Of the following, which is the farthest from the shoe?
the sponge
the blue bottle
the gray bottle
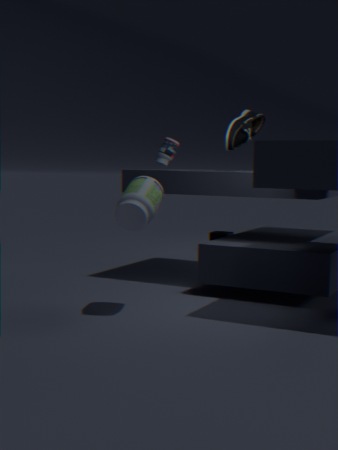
the sponge
